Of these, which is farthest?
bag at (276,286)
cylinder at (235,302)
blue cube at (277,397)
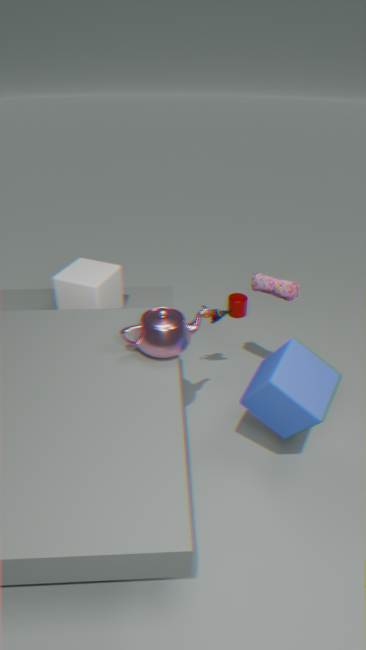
cylinder at (235,302)
